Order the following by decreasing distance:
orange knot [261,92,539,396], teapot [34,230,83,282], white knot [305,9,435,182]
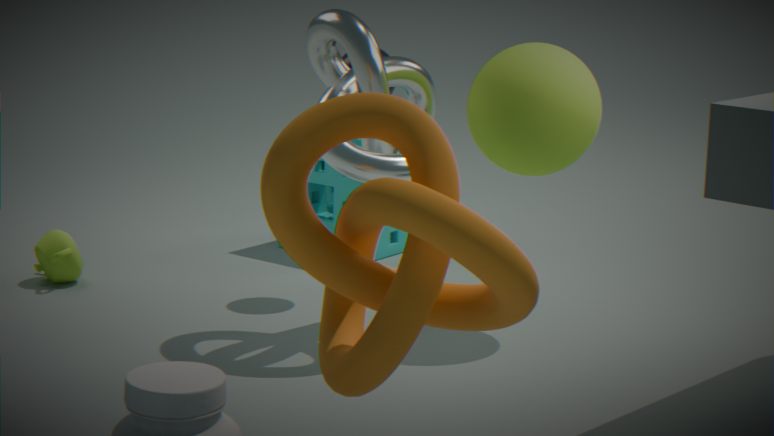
teapot [34,230,83,282] → white knot [305,9,435,182] → orange knot [261,92,539,396]
